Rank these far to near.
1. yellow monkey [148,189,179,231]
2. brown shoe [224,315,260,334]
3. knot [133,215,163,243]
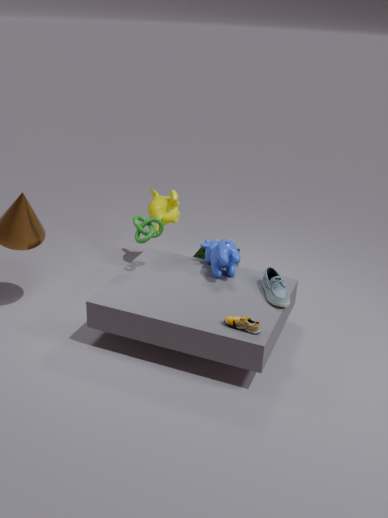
yellow monkey [148,189,179,231], knot [133,215,163,243], brown shoe [224,315,260,334]
